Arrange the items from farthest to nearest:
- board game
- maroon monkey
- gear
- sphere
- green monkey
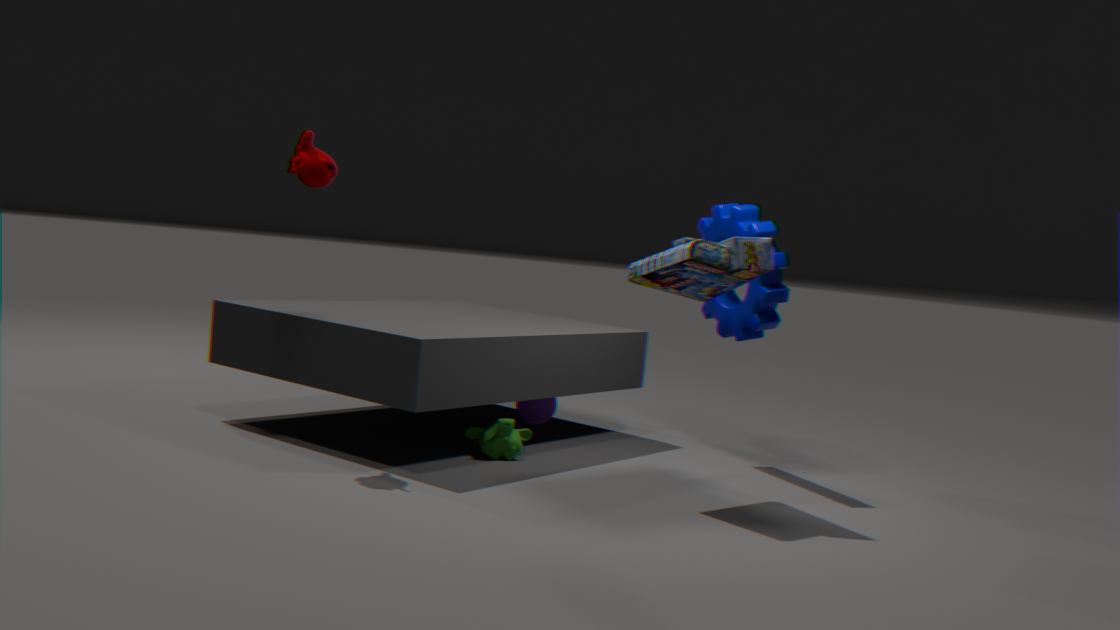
sphere < gear < green monkey < maroon monkey < board game
